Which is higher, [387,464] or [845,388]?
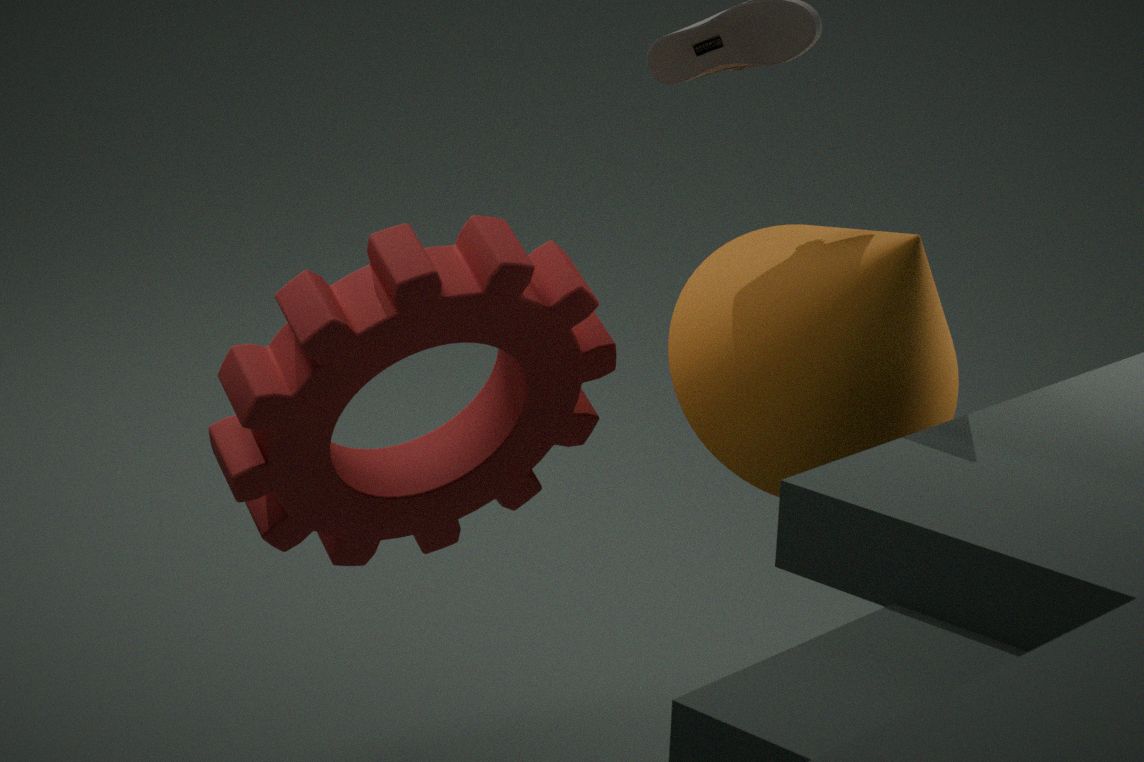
[845,388]
